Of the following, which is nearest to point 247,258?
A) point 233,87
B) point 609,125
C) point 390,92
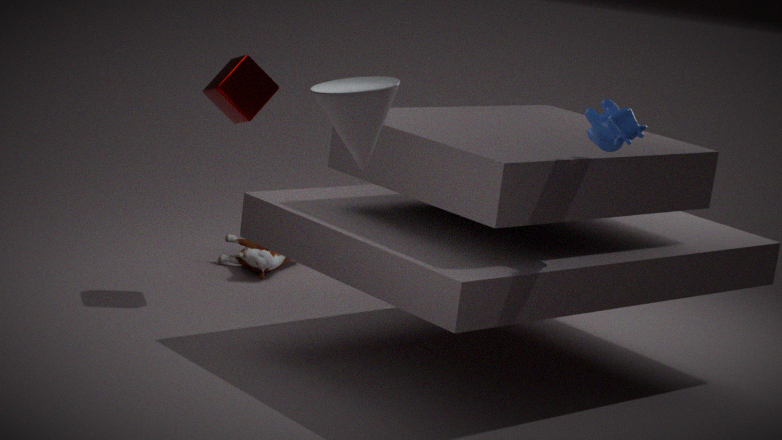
point 233,87
